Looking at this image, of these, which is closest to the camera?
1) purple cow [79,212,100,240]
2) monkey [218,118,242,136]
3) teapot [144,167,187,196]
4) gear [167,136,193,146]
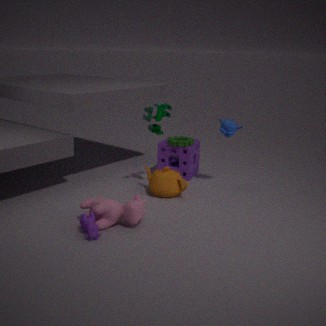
1. purple cow [79,212,100,240]
